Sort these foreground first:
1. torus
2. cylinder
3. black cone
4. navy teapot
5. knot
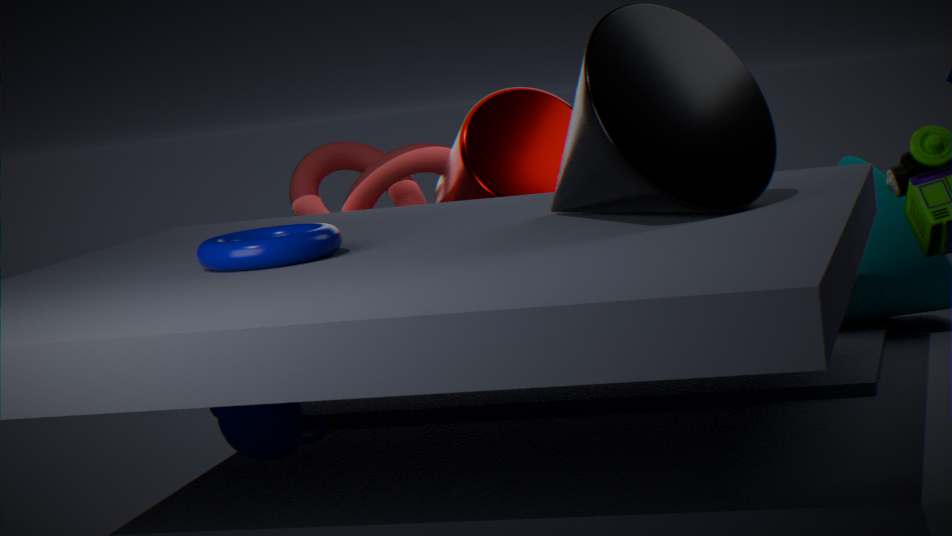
1. black cone
2. torus
3. navy teapot
4. cylinder
5. knot
